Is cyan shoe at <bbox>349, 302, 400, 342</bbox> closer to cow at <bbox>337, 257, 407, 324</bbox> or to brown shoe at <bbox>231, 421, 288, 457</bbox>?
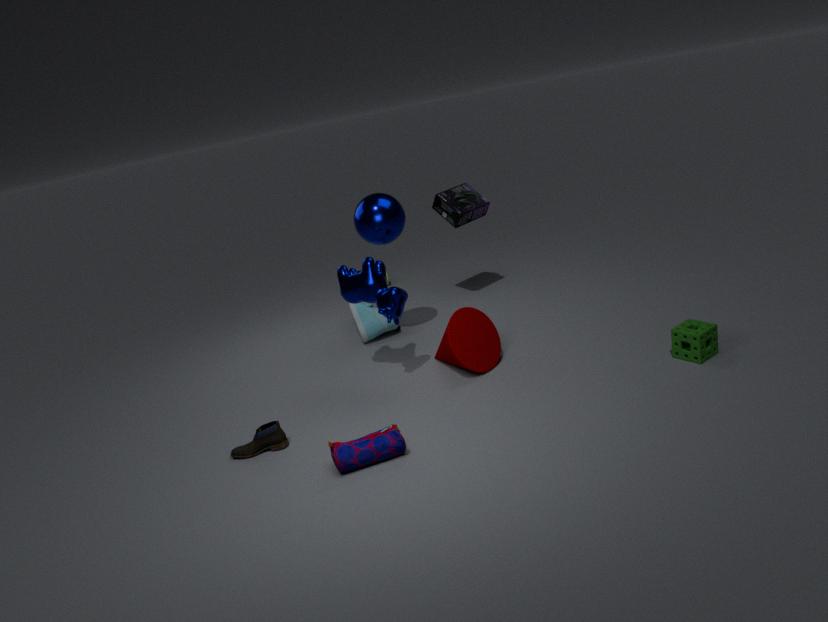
cow at <bbox>337, 257, 407, 324</bbox>
